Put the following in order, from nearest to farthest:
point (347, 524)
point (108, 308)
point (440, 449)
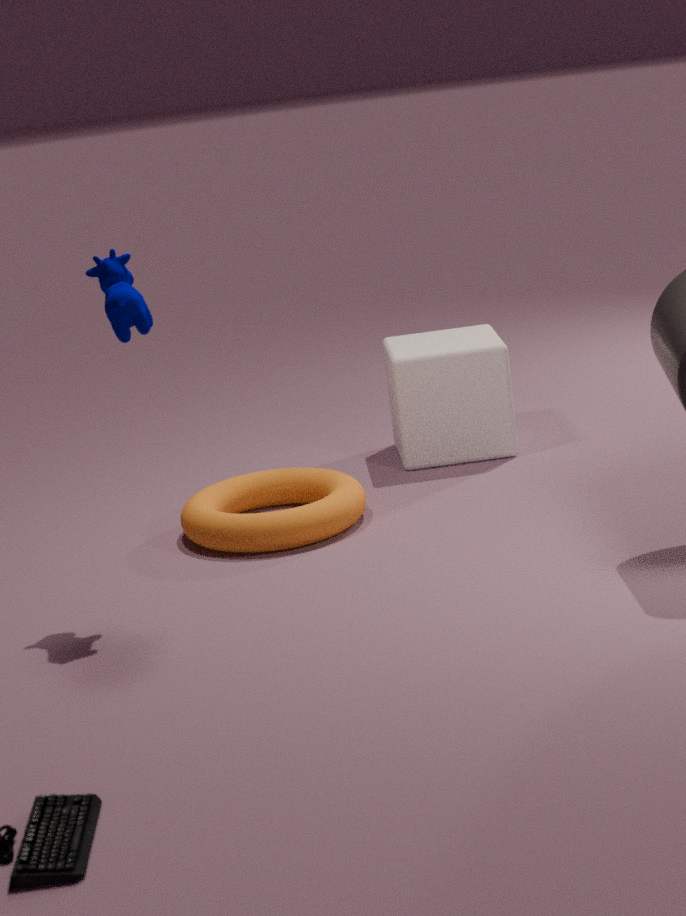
point (108, 308)
point (347, 524)
point (440, 449)
